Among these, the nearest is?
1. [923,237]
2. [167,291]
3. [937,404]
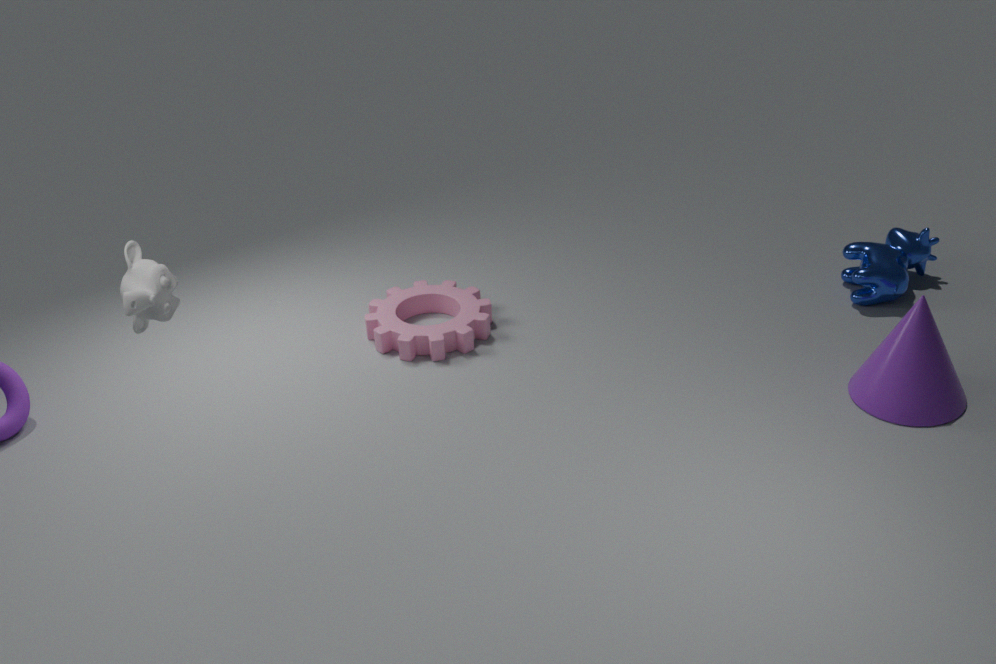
[167,291]
